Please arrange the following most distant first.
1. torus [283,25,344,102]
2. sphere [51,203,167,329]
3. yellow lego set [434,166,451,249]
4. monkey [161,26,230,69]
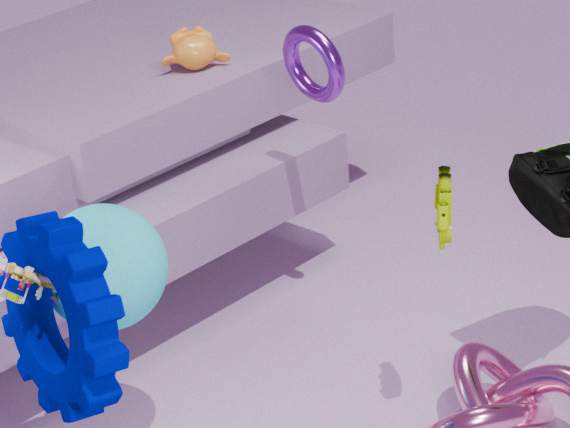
monkey [161,26,230,69] < torus [283,25,344,102] < yellow lego set [434,166,451,249] < sphere [51,203,167,329]
